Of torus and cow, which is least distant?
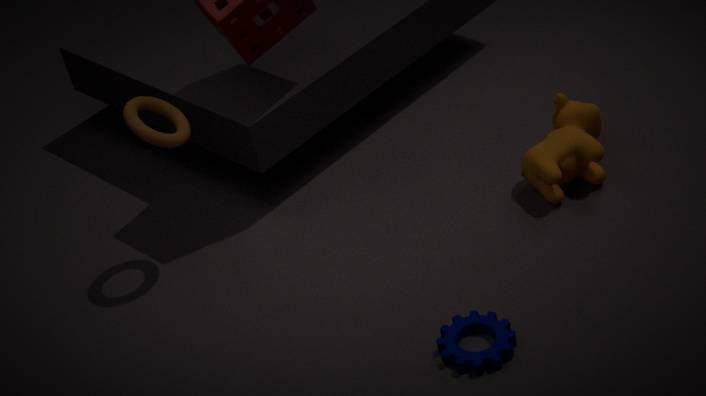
torus
